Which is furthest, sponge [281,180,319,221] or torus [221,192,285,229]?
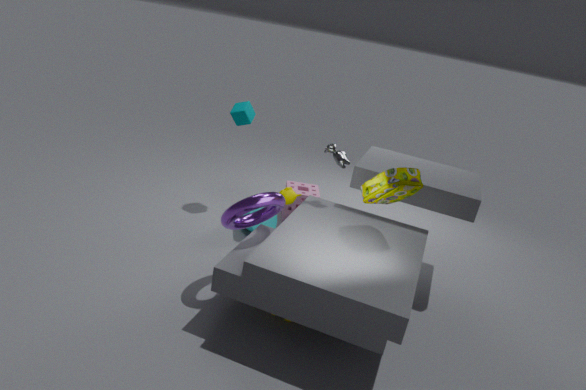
sponge [281,180,319,221]
